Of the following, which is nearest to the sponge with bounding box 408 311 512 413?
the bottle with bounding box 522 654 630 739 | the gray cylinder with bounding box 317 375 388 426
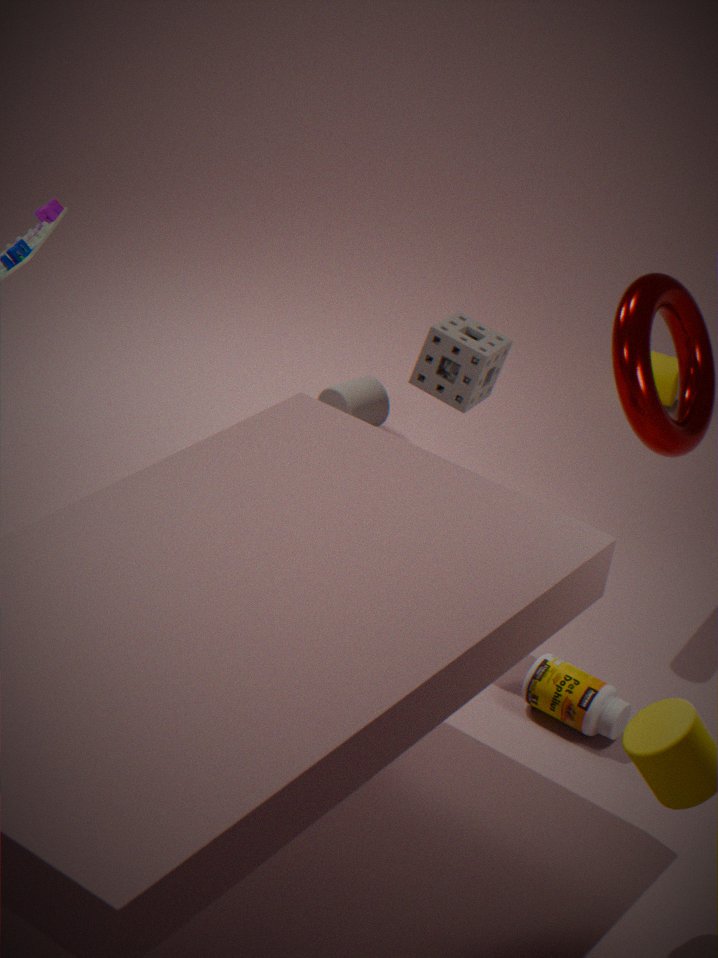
the bottle with bounding box 522 654 630 739
